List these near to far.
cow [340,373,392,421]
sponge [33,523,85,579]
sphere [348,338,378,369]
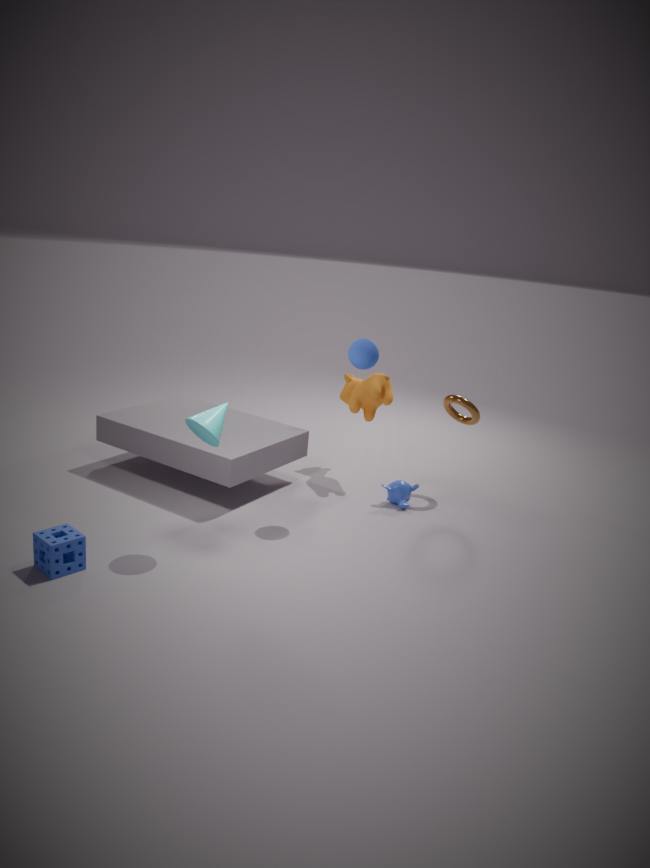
sponge [33,523,85,579], sphere [348,338,378,369], cow [340,373,392,421]
